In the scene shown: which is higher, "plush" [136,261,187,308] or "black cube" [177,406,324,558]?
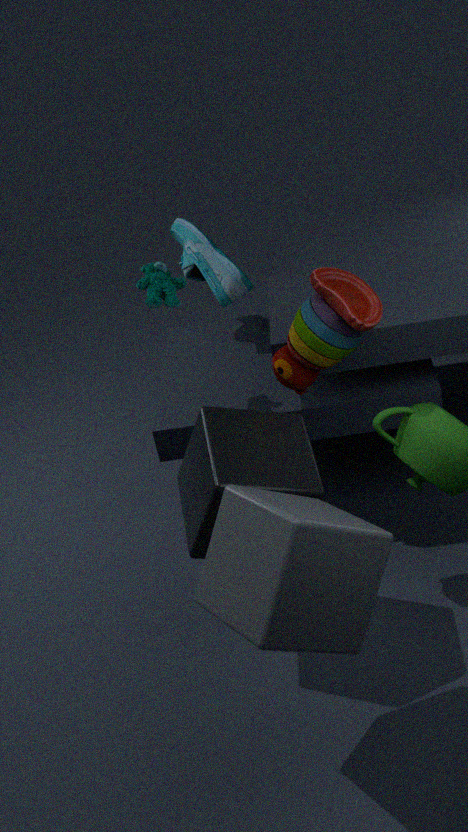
"plush" [136,261,187,308]
